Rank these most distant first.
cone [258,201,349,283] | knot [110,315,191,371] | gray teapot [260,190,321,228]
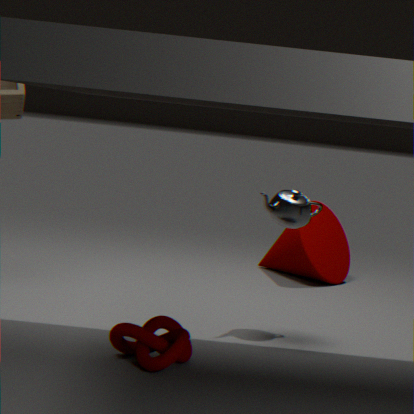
cone [258,201,349,283], gray teapot [260,190,321,228], knot [110,315,191,371]
